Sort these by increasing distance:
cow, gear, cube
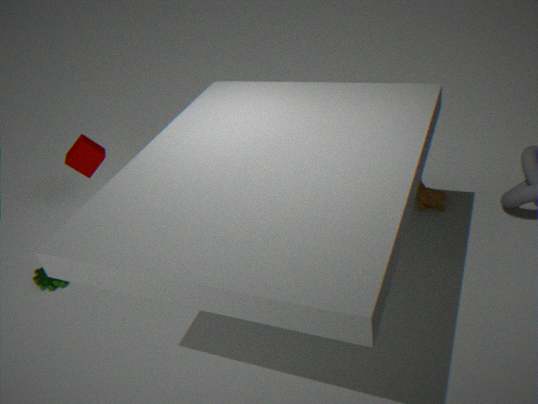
cow → gear → cube
